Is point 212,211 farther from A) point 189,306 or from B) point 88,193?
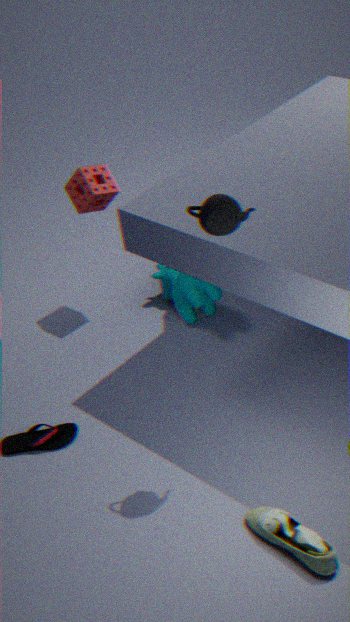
B) point 88,193
